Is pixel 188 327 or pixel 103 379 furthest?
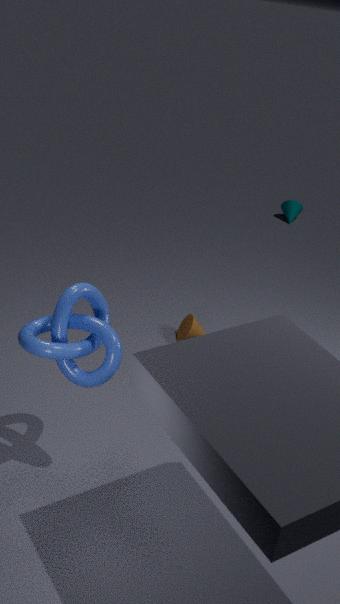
pixel 188 327
